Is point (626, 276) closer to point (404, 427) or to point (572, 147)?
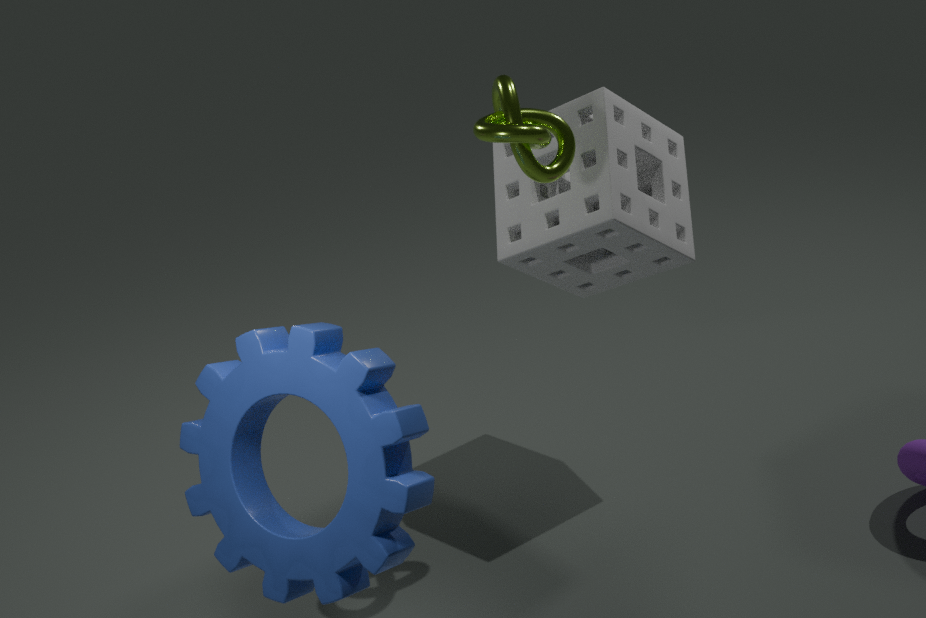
point (572, 147)
